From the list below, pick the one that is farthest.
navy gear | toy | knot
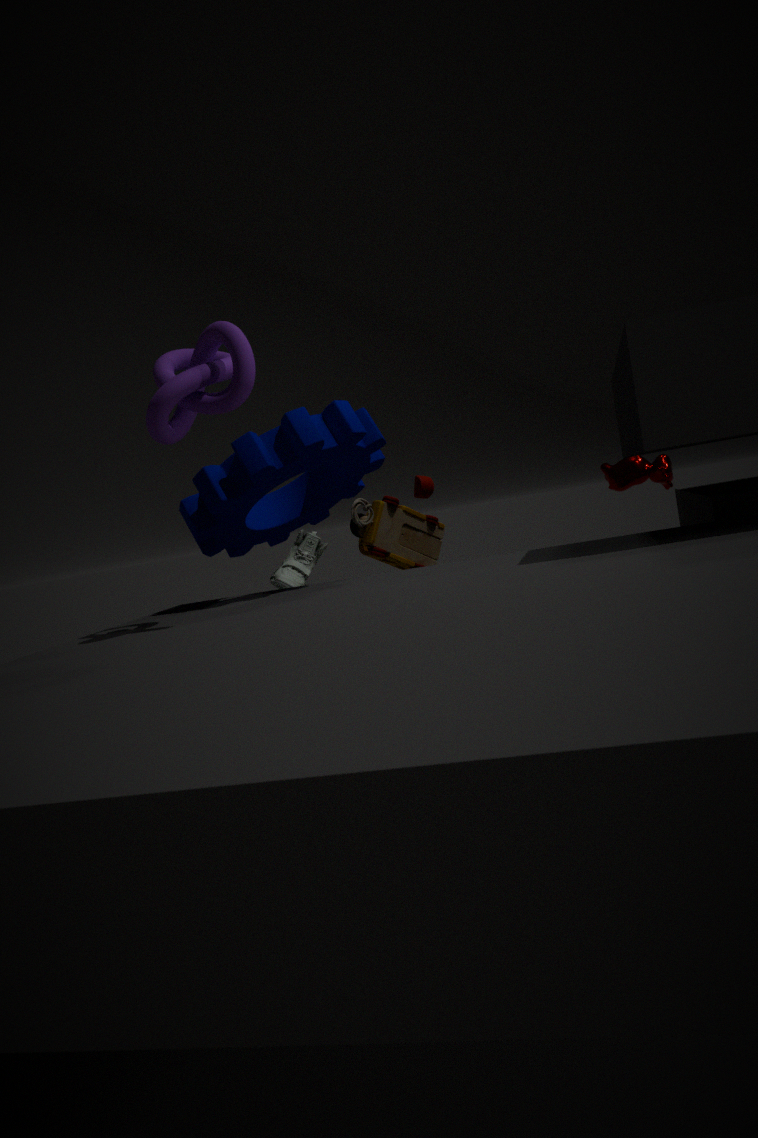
toy
